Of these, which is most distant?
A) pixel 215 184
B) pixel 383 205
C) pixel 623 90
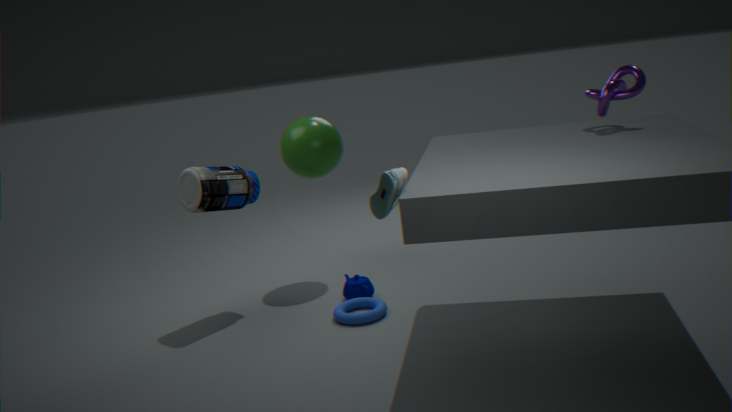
pixel 215 184
